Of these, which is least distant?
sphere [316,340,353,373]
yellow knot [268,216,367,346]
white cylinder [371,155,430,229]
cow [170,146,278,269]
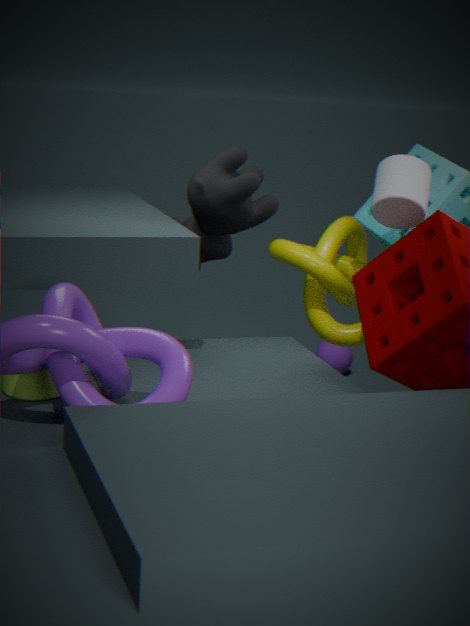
cow [170,146,278,269]
